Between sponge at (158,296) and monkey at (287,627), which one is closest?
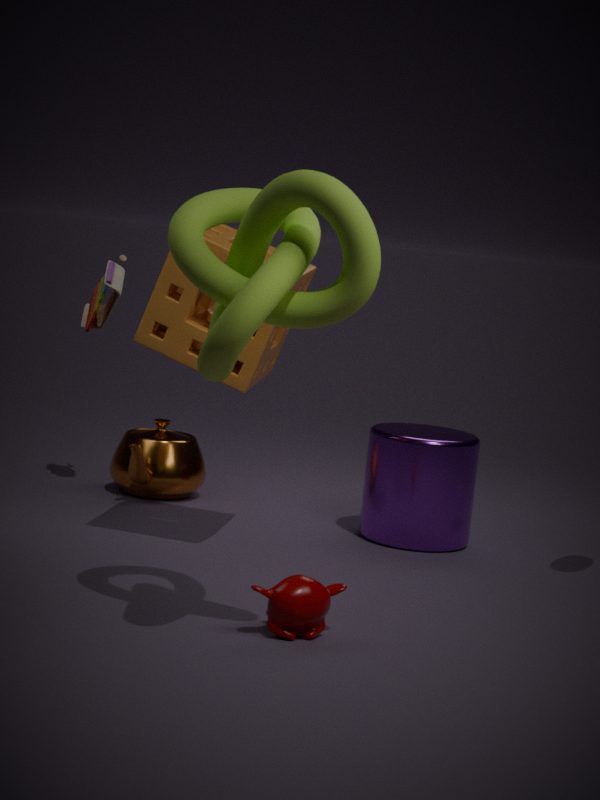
monkey at (287,627)
